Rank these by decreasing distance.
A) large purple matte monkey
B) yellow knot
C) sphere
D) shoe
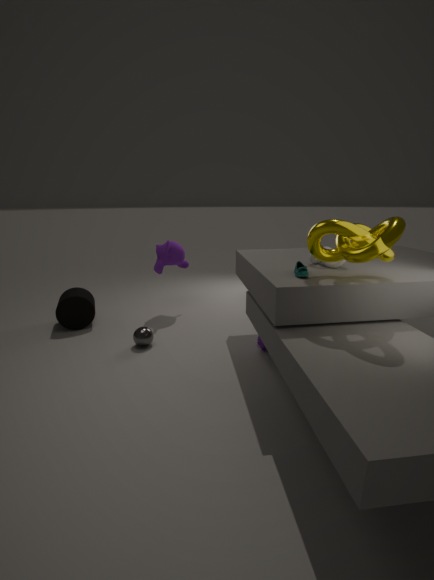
large purple matte monkey, sphere, shoe, yellow knot
